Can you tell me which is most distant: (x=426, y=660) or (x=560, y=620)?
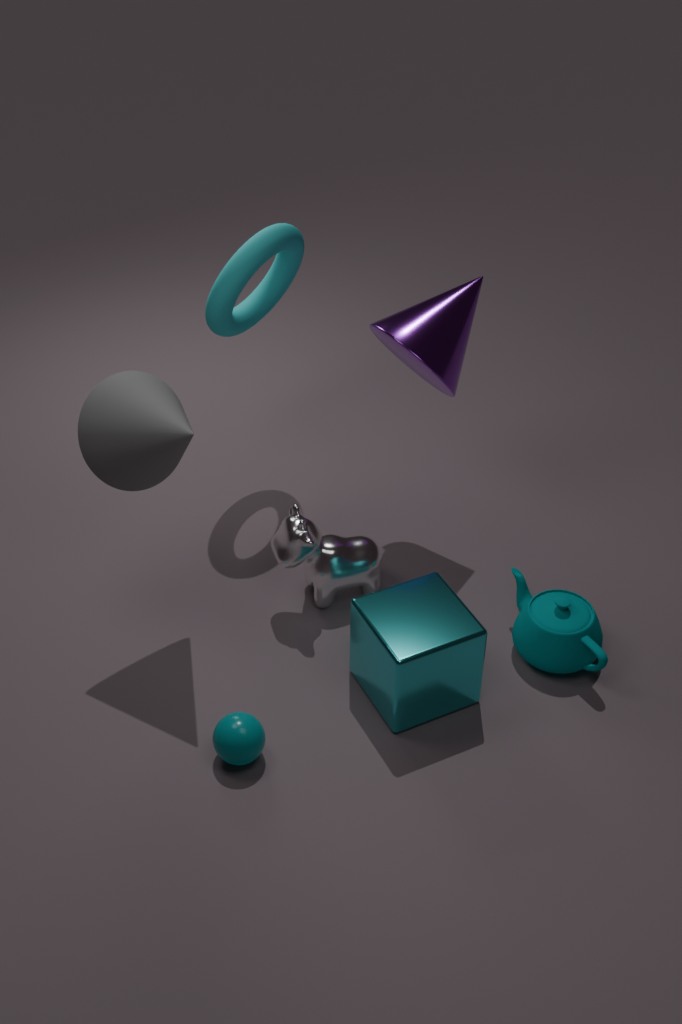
(x=560, y=620)
